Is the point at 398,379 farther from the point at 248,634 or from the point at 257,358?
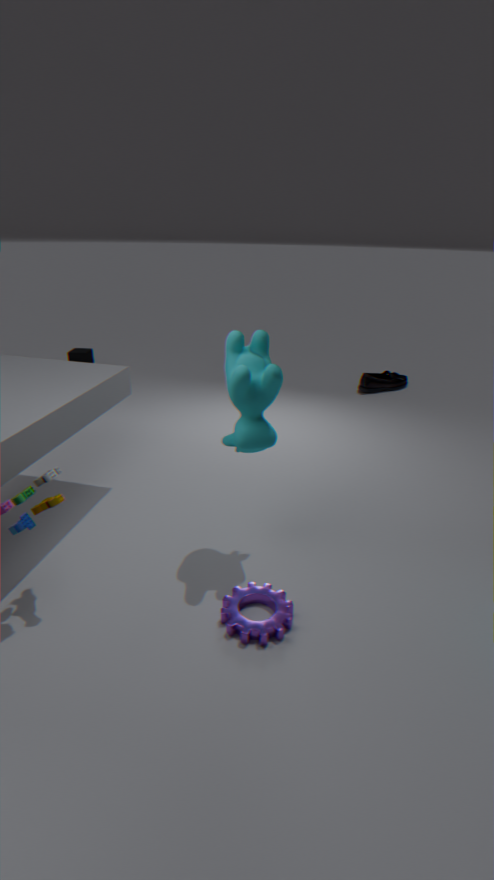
the point at 248,634
